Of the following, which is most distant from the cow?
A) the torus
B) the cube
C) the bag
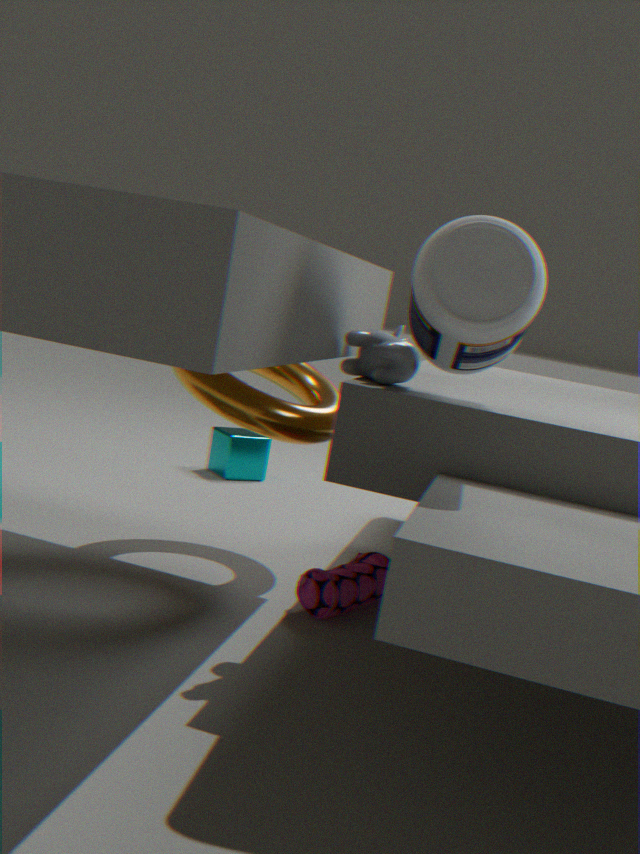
the cube
